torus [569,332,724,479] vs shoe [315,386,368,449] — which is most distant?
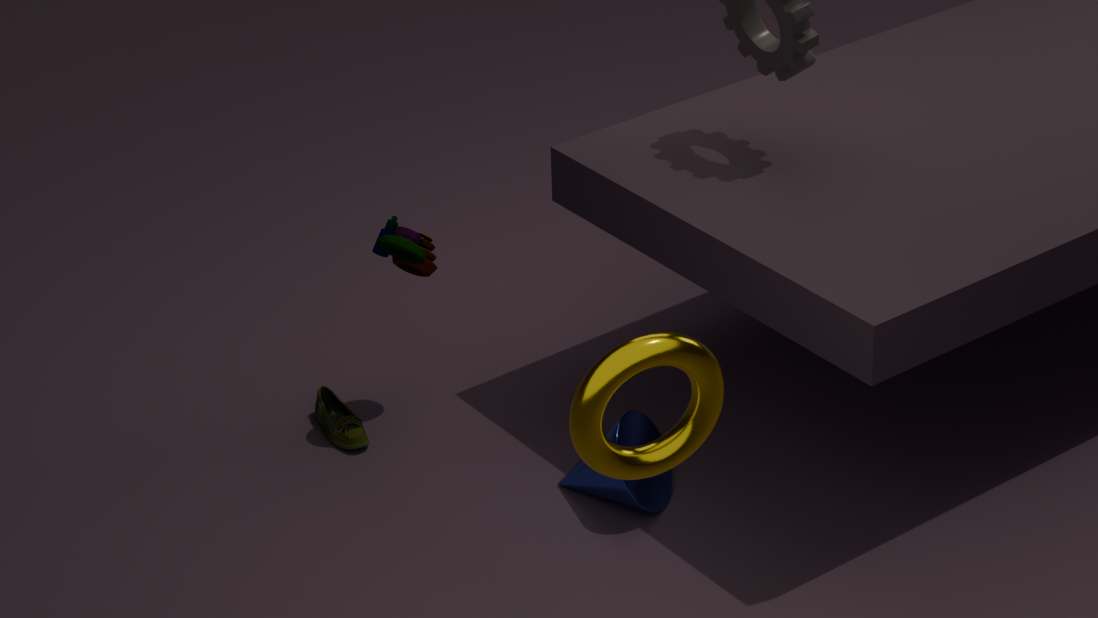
shoe [315,386,368,449]
